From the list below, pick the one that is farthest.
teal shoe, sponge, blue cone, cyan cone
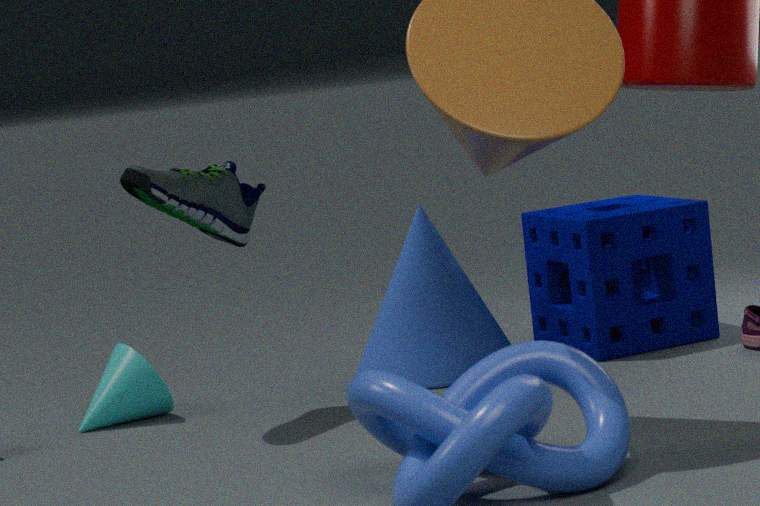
sponge
